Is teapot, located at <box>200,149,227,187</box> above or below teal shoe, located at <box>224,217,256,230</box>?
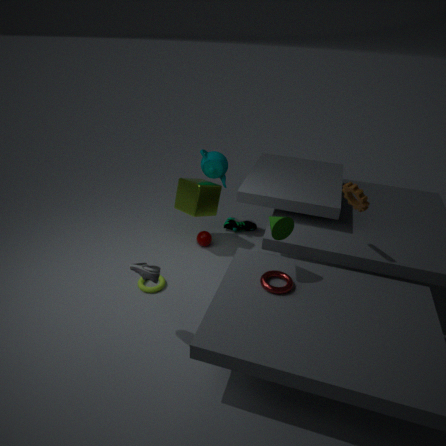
above
